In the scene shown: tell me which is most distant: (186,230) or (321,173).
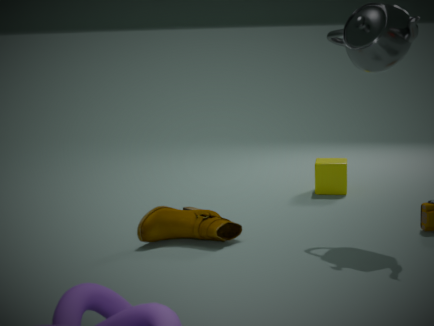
(321,173)
